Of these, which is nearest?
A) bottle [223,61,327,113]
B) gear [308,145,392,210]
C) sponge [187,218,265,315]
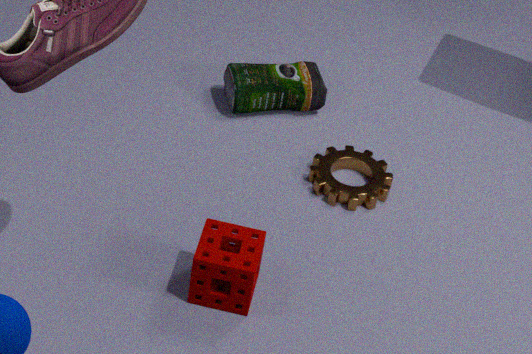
sponge [187,218,265,315]
